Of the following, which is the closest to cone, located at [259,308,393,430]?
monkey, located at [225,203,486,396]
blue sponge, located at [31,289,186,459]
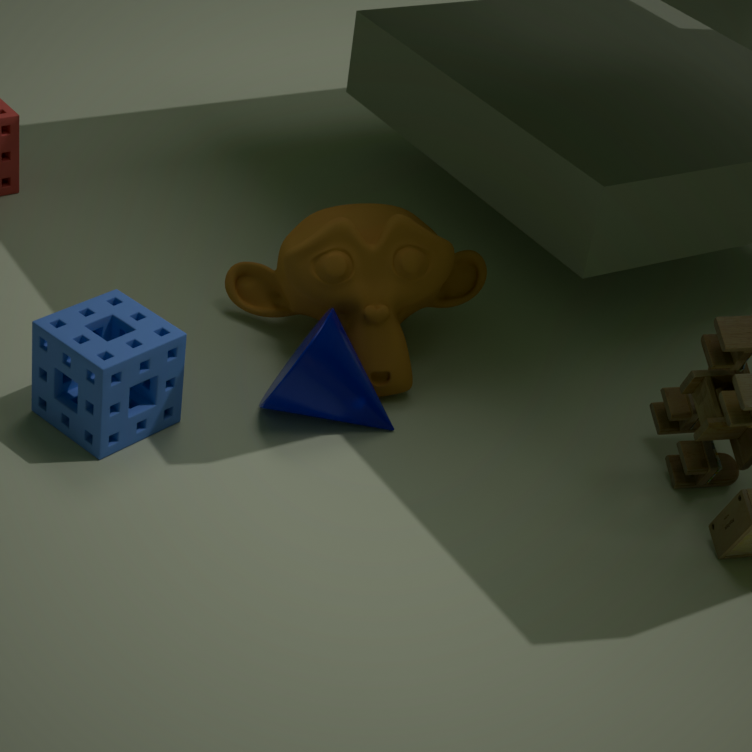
monkey, located at [225,203,486,396]
